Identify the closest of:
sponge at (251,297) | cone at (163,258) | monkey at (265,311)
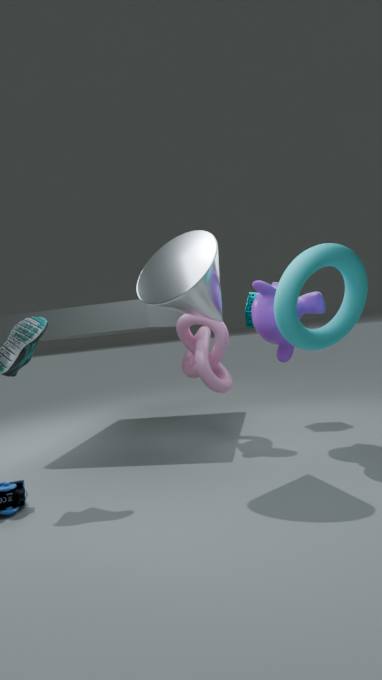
cone at (163,258)
